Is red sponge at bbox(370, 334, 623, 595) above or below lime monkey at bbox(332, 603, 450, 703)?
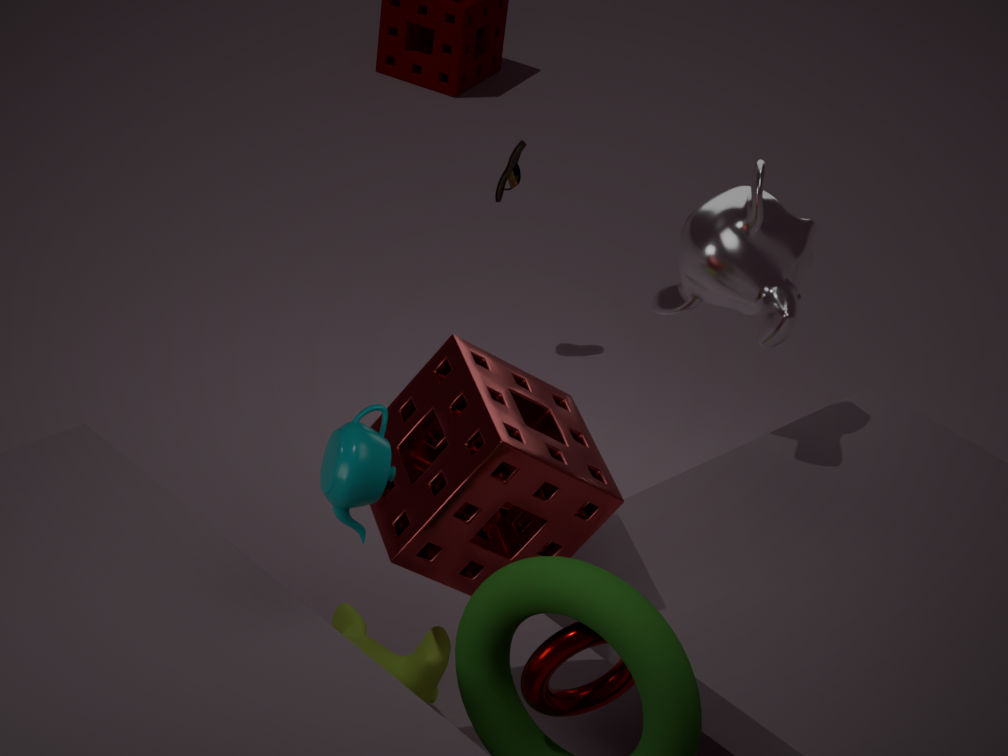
above
